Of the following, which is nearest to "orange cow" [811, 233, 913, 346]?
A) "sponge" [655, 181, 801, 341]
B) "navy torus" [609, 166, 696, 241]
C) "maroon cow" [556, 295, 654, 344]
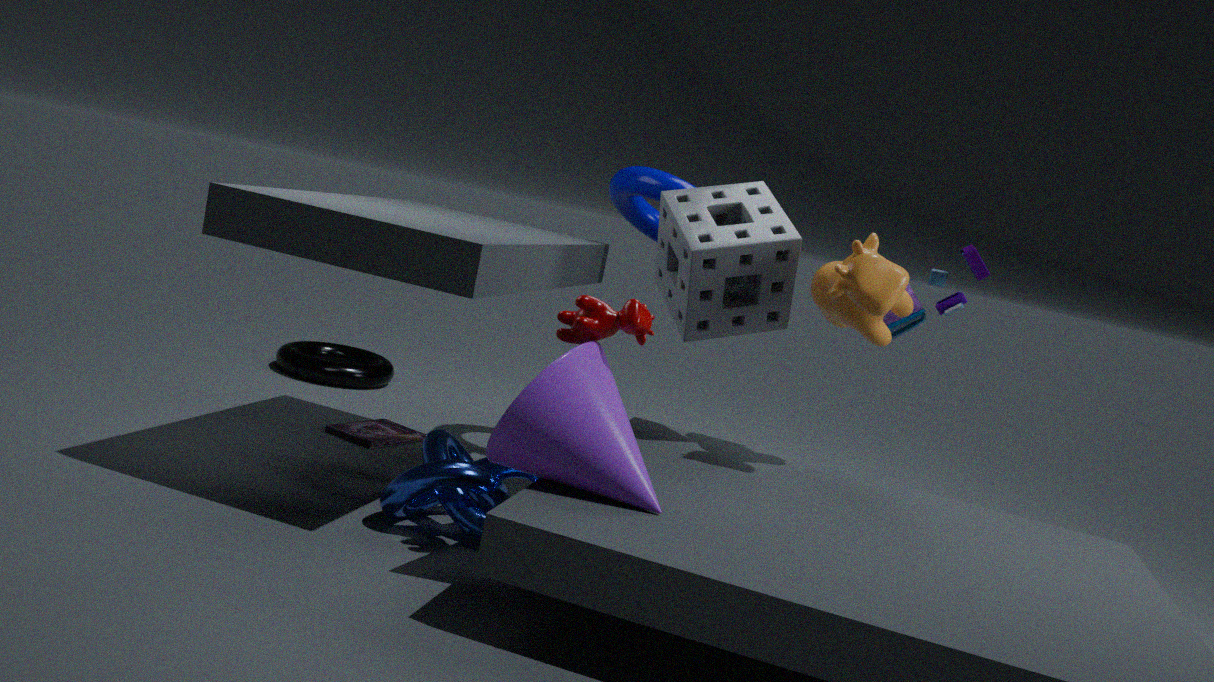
"sponge" [655, 181, 801, 341]
